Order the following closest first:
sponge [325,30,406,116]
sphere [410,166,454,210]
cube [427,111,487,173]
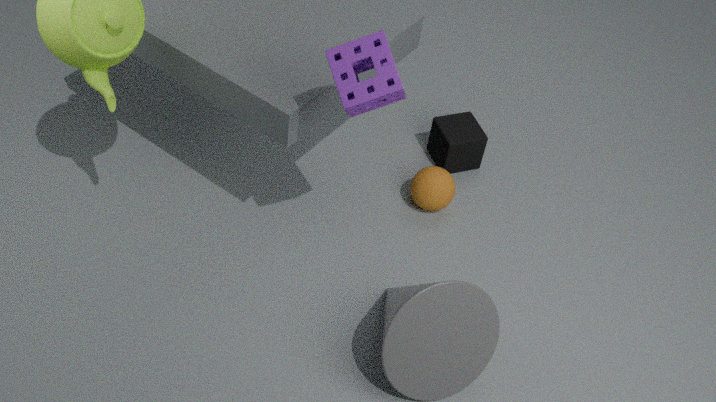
sponge [325,30,406,116] → sphere [410,166,454,210] → cube [427,111,487,173]
